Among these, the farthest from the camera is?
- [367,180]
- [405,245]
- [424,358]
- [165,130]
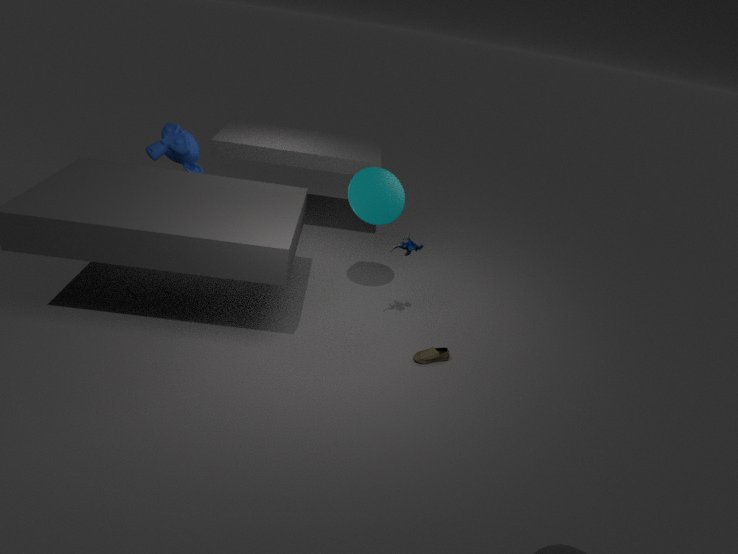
[165,130]
